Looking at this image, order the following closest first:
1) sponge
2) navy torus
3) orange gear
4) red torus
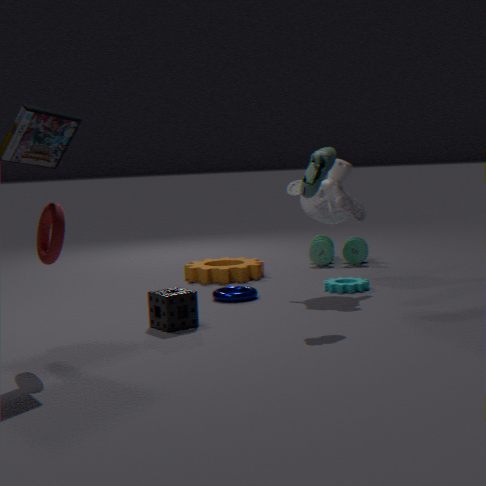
4. red torus < 1. sponge < 2. navy torus < 3. orange gear
